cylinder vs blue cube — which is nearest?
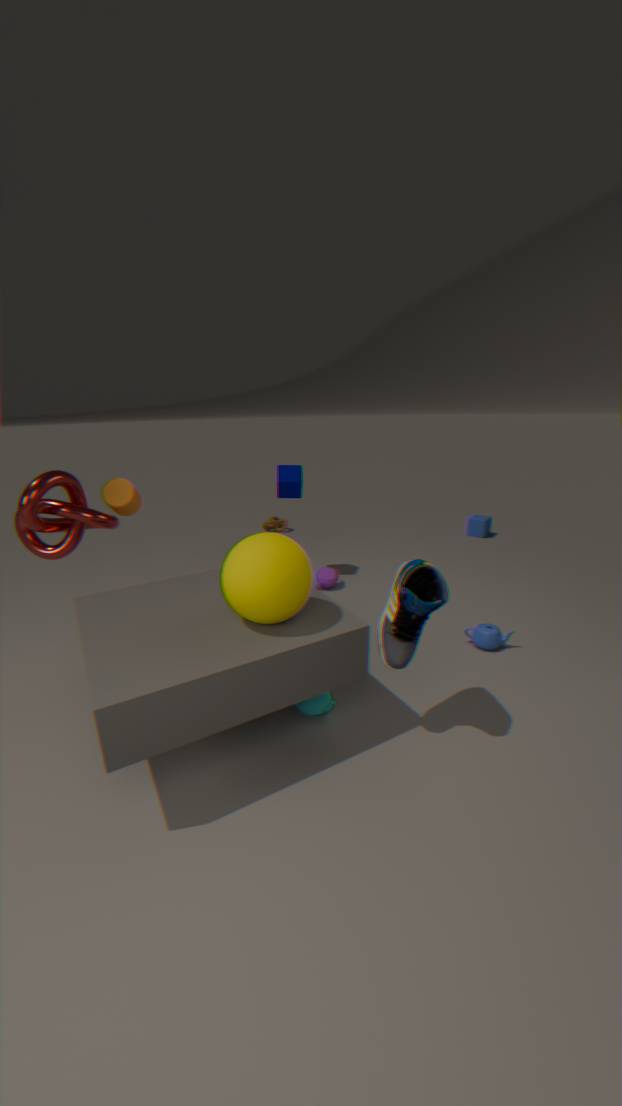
cylinder
